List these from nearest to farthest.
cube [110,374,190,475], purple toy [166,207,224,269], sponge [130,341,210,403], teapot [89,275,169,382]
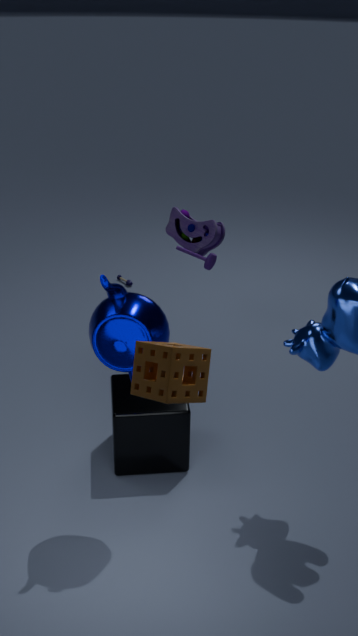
1. sponge [130,341,210,403]
2. teapot [89,275,169,382]
3. cube [110,374,190,475]
4. purple toy [166,207,224,269]
